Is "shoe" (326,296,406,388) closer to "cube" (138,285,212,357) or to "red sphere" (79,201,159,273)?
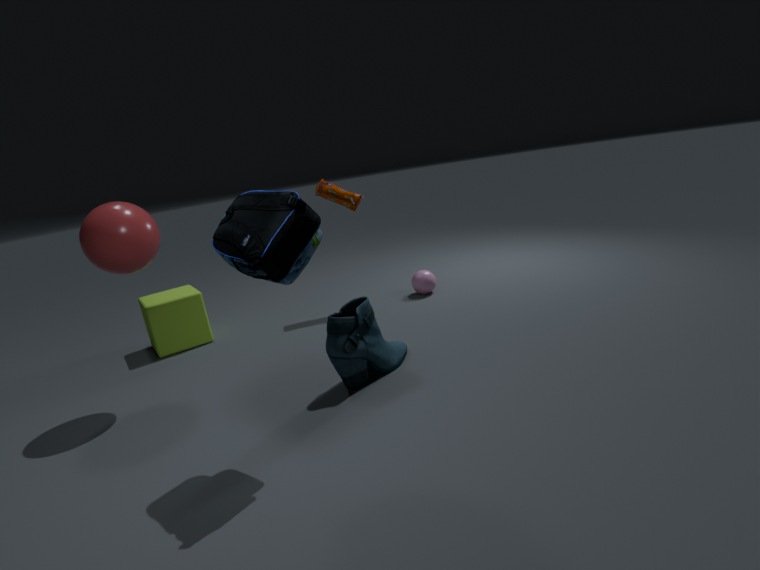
"red sphere" (79,201,159,273)
